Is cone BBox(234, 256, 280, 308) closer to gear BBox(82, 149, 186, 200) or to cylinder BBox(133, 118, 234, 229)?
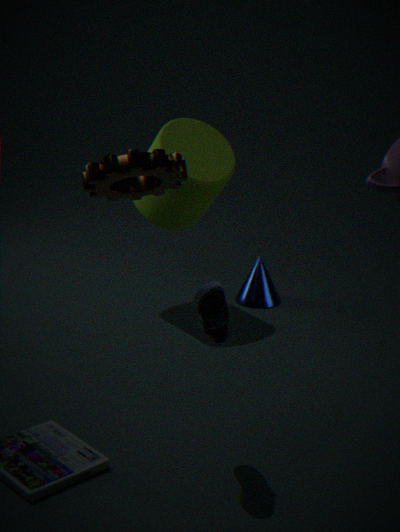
cylinder BBox(133, 118, 234, 229)
